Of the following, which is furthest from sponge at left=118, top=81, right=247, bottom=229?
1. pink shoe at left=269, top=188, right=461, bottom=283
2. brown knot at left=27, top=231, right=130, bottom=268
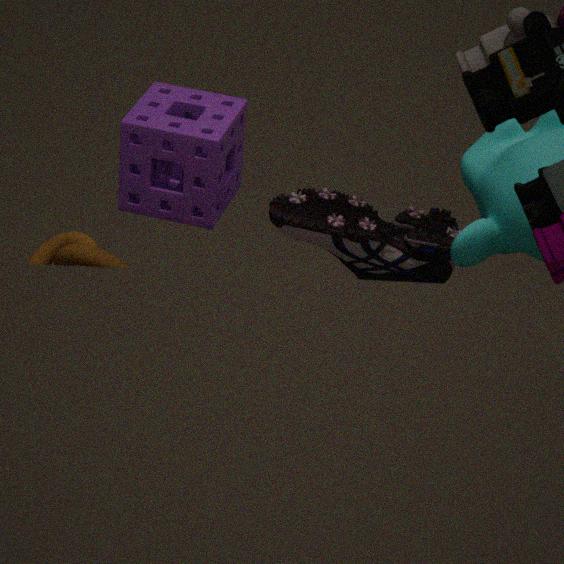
pink shoe at left=269, top=188, right=461, bottom=283
